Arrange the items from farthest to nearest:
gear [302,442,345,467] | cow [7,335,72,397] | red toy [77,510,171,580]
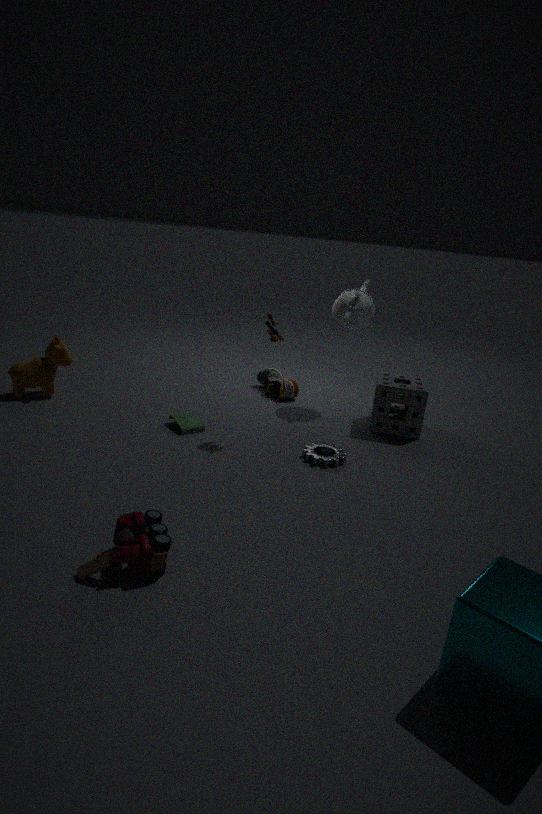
cow [7,335,72,397]
gear [302,442,345,467]
red toy [77,510,171,580]
